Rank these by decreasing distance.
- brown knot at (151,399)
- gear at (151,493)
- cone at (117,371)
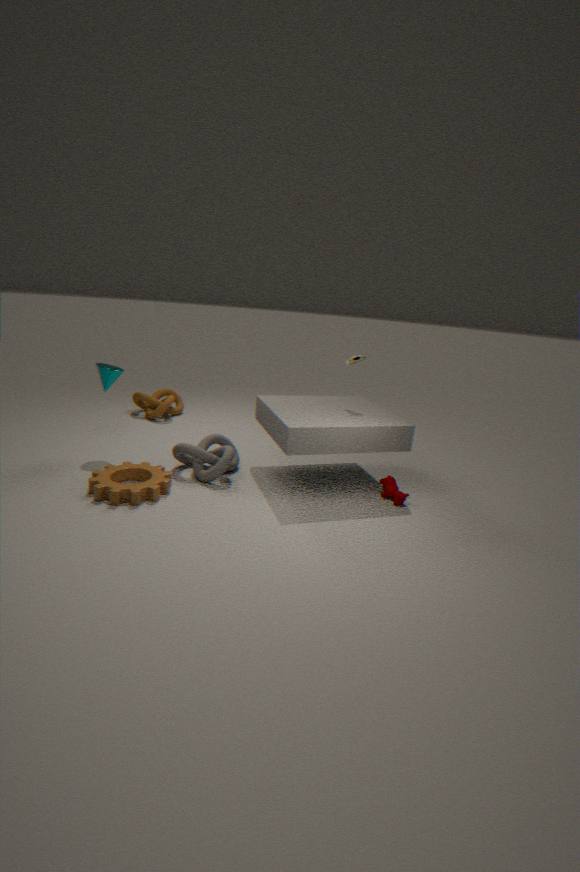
brown knot at (151,399) < cone at (117,371) < gear at (151,493)
